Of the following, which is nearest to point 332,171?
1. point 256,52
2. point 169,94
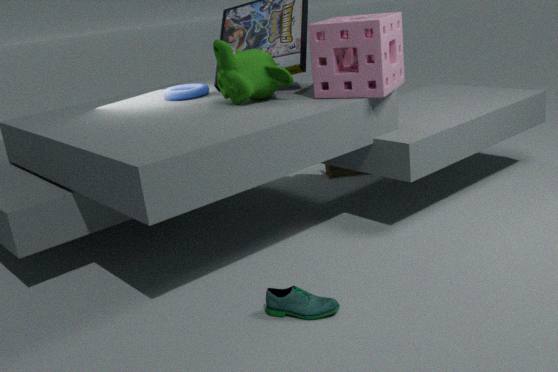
point 256,52
